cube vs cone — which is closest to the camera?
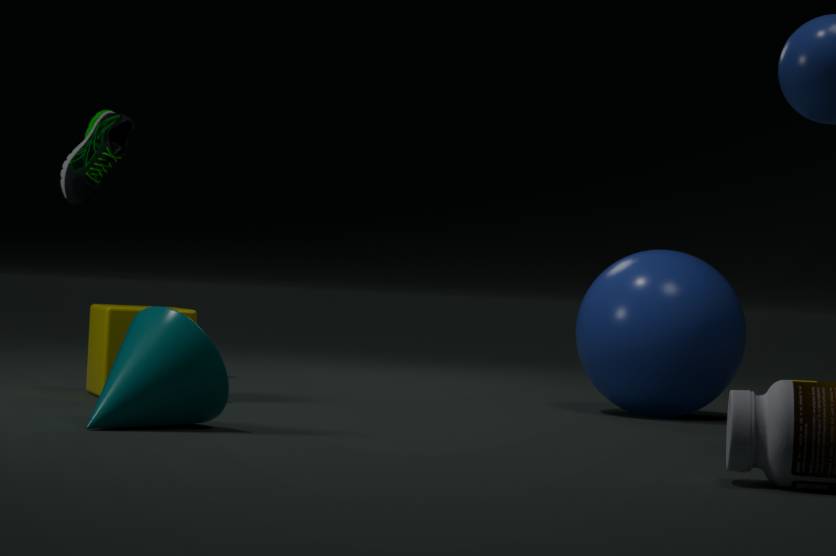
cone
